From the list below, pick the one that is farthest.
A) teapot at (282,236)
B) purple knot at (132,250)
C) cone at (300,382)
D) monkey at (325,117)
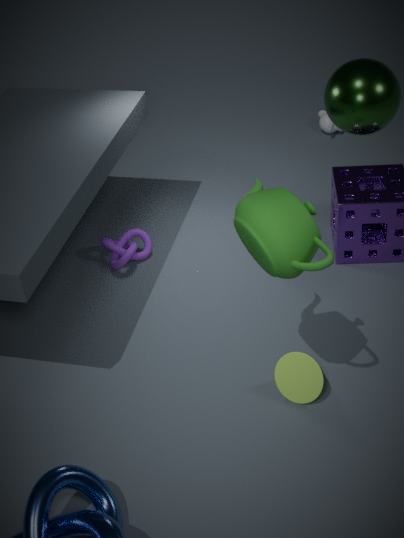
monkey at (325,117)
